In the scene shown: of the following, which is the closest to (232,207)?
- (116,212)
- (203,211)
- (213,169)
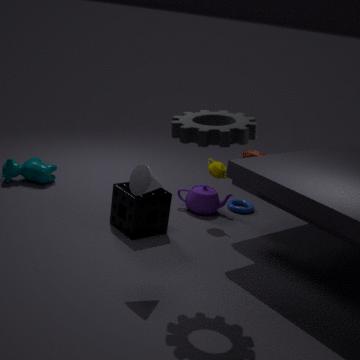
(203,211)
